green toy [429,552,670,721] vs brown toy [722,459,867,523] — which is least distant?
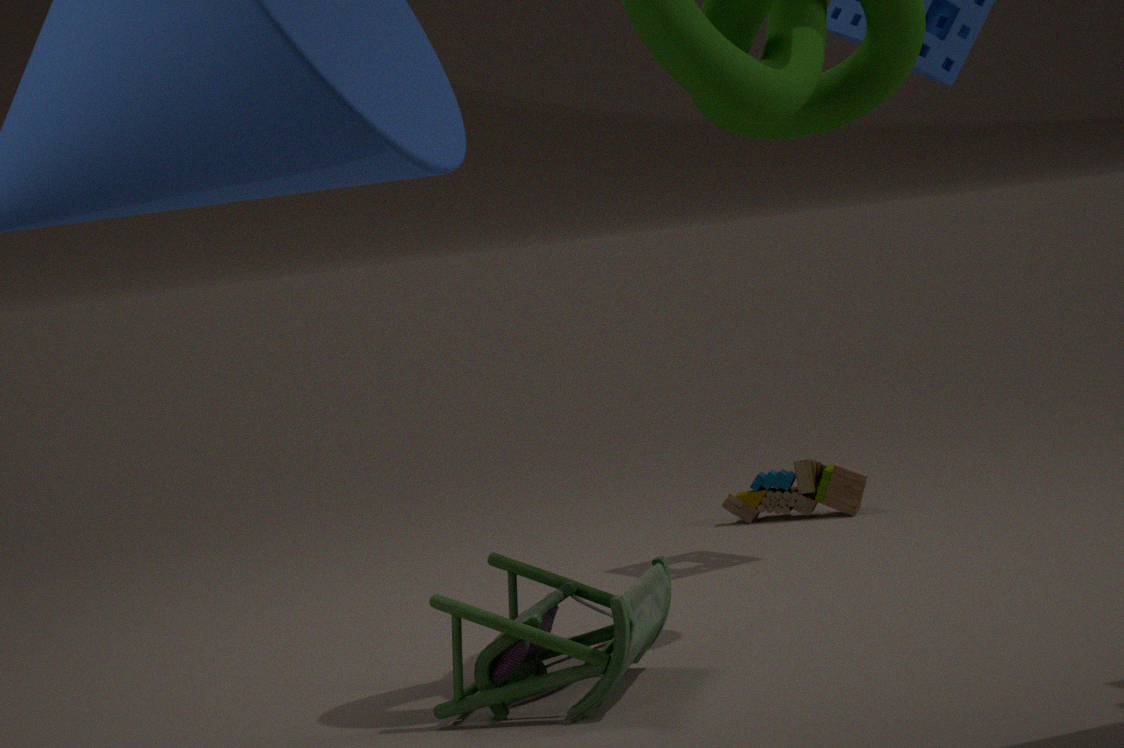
green toy [429,552,670,721]
